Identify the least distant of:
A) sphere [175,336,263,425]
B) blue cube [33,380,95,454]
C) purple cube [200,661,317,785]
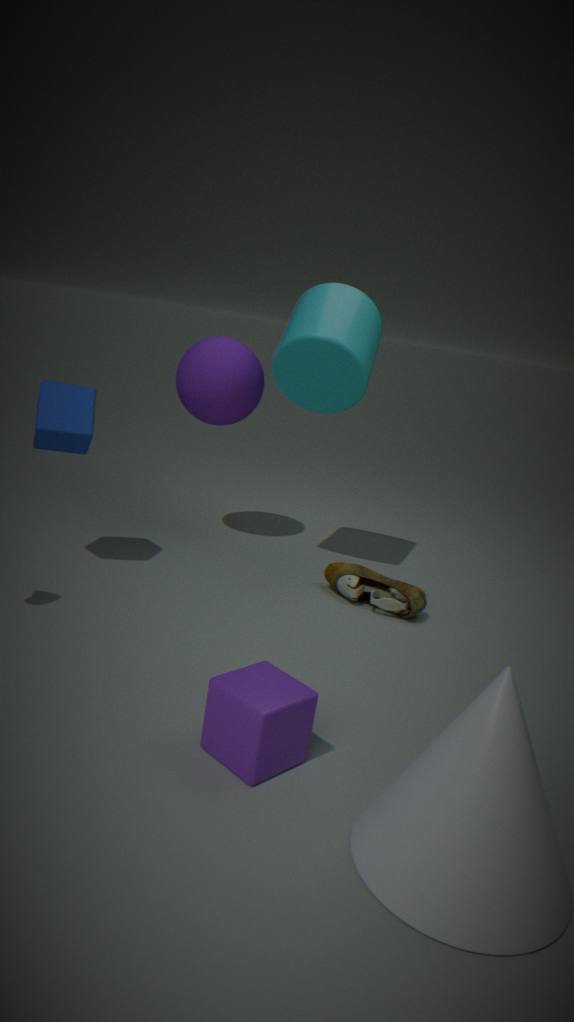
purple cube [200,661,317,785]
